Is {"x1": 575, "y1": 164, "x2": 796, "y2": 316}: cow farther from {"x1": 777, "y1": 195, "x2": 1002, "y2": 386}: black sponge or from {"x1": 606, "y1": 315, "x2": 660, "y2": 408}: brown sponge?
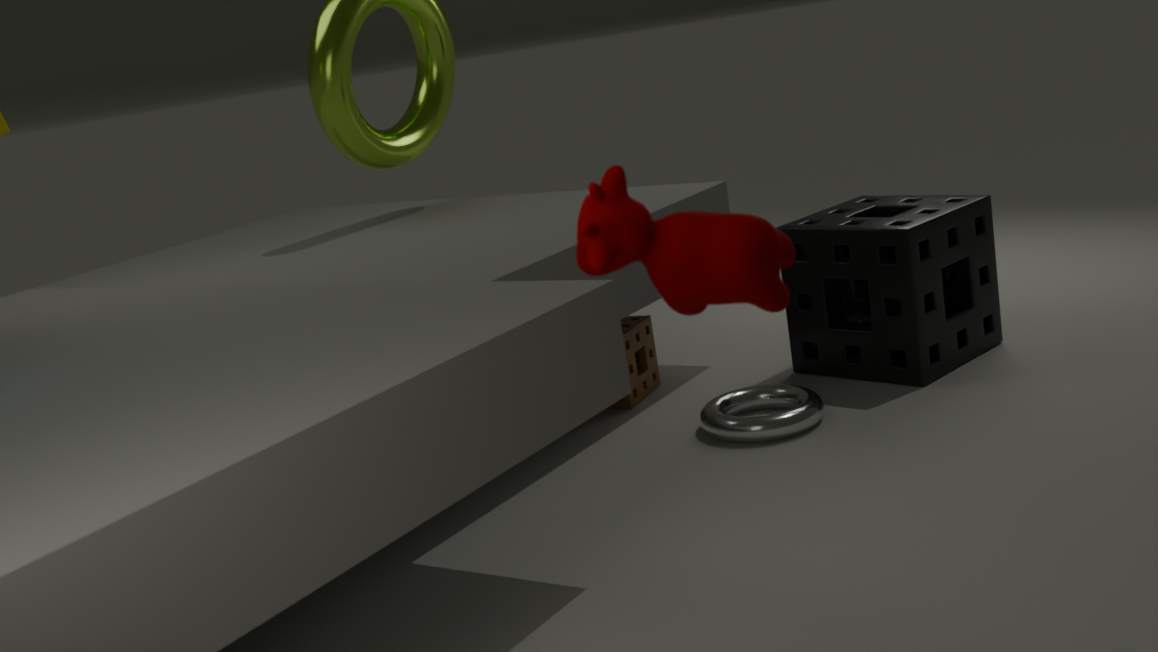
{"x1": 606, "y1": 315, "x2": 660, "y2": 408}: brown sponge
